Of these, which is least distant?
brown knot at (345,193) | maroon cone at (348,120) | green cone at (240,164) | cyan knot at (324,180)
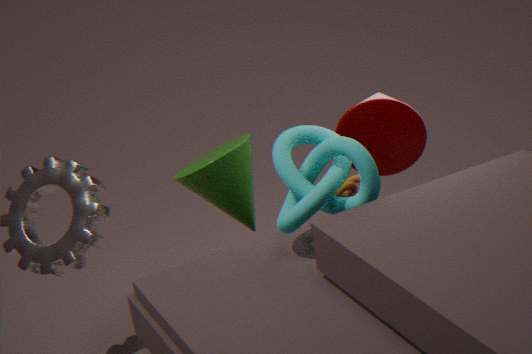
cyan knot at (324,180)
